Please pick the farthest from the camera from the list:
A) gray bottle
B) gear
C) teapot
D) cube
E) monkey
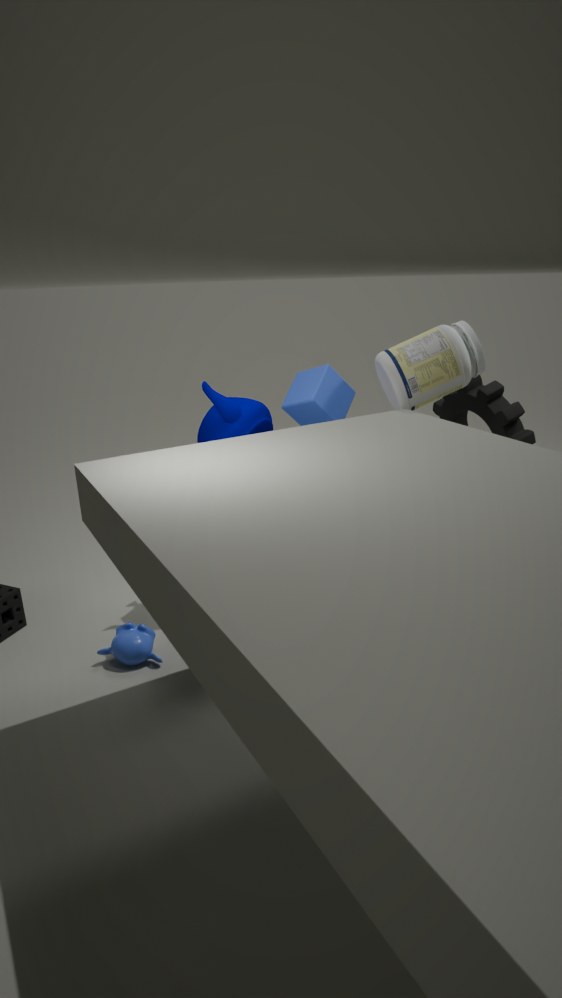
gear
